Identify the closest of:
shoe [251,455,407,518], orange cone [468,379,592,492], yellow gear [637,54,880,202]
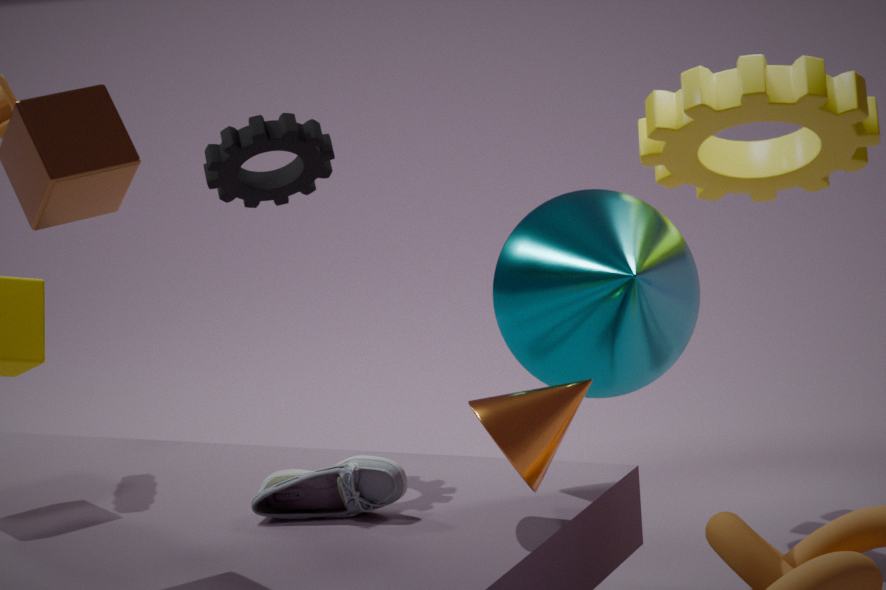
orange cone [468,379,592,492]
